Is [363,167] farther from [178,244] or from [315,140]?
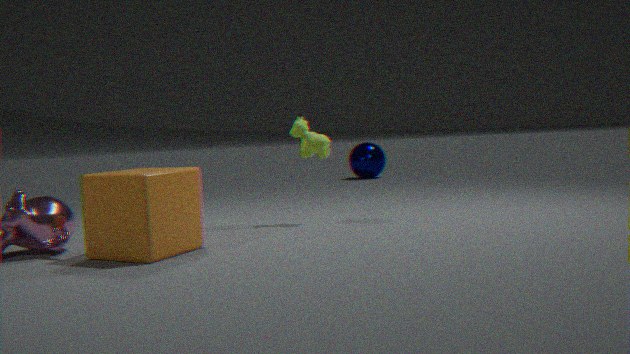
[178,244]
